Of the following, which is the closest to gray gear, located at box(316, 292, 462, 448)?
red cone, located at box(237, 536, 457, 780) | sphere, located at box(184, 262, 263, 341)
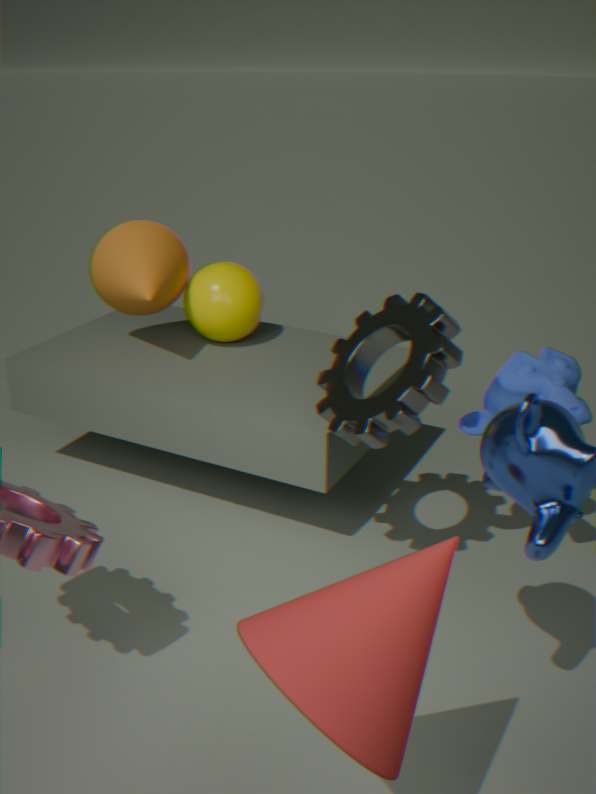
sphere, located at box(184, 262, 263, 341)
